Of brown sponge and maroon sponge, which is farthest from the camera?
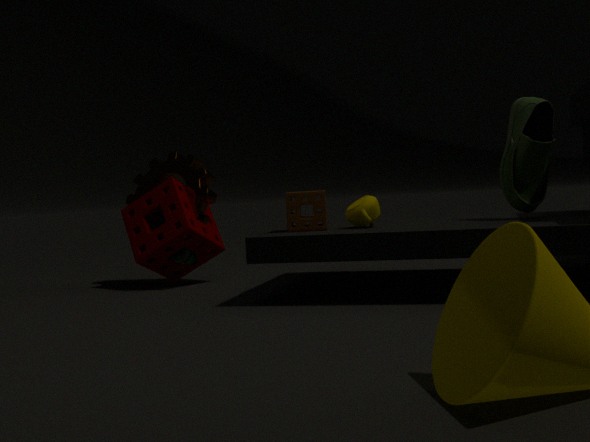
maroon sponge
